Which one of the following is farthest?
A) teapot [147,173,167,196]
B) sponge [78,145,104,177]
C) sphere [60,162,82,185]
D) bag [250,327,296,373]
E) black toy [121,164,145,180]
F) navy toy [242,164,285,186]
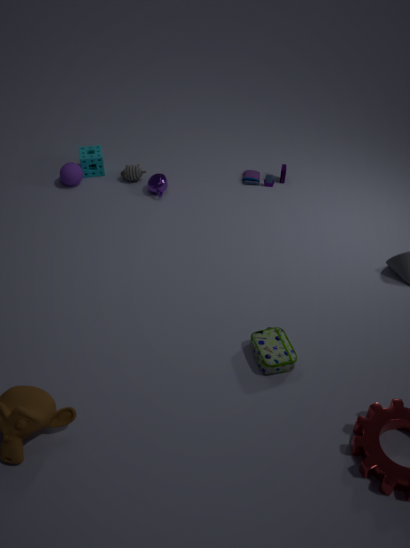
navy toy [242,164,285,186]
